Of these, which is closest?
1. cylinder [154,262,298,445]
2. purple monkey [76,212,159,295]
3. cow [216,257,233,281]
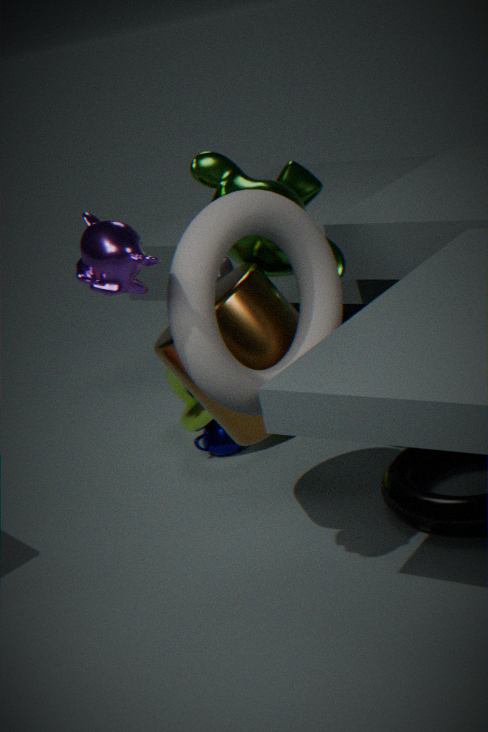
purple monkey [76,212,159,295]
